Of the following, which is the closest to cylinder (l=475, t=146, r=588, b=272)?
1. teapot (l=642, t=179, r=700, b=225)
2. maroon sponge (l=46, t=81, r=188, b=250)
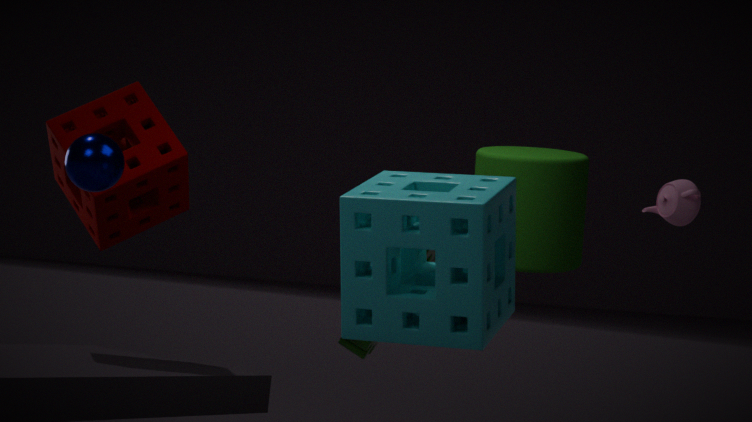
teapot (l=642, t=179, r=700, b=225)
